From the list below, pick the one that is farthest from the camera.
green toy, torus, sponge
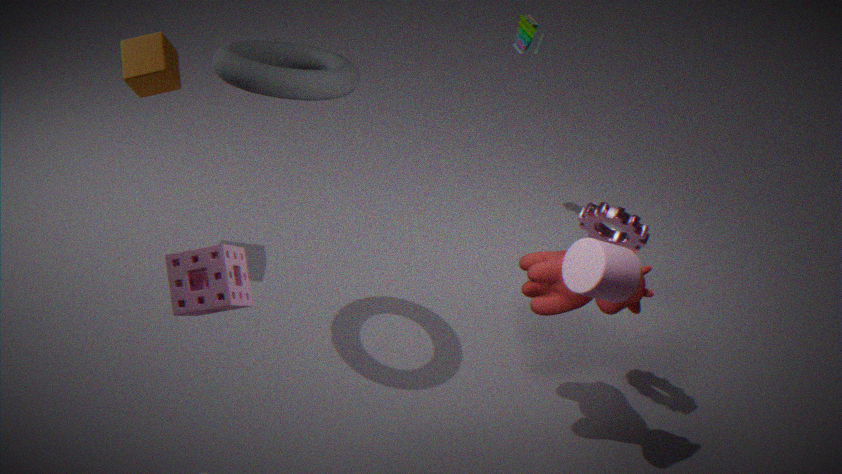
green toy
